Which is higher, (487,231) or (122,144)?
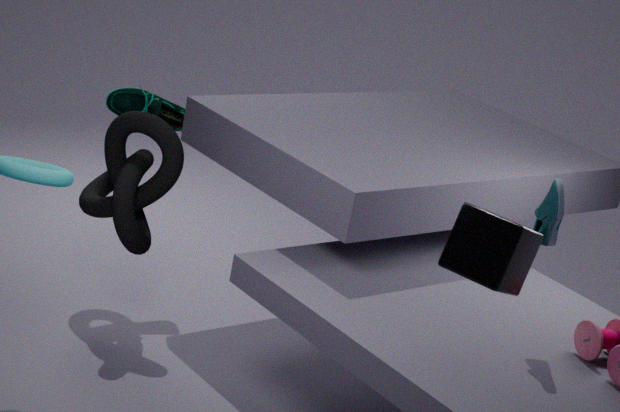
(487,231)
